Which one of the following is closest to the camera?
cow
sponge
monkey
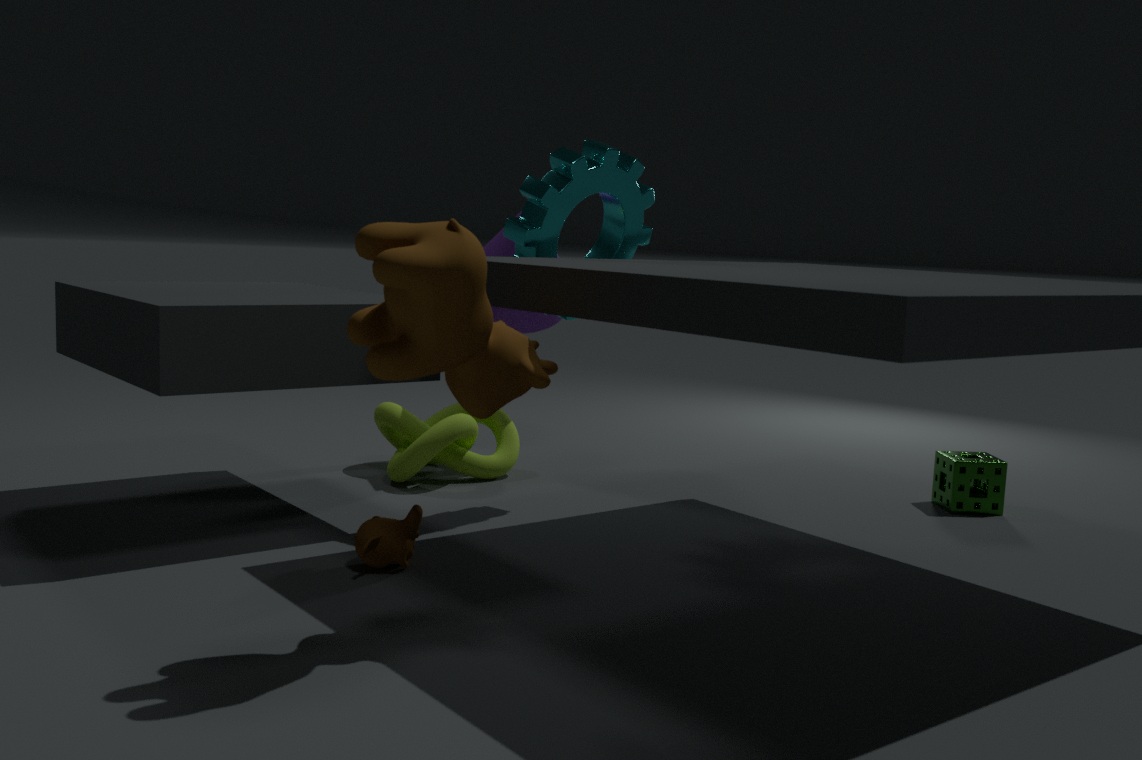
cow
